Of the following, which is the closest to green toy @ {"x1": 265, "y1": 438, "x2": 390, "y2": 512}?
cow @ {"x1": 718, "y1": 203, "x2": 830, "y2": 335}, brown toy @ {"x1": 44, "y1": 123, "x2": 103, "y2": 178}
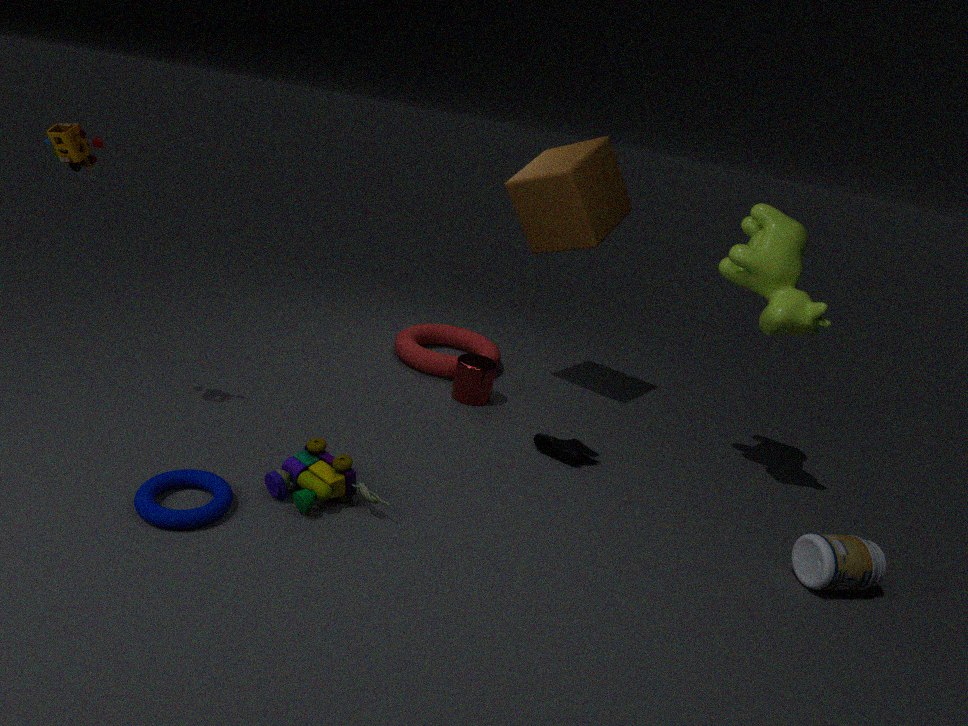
brown toy @ {"x1": 44, "y1": 123, "x2": 103, "y2": 178}
